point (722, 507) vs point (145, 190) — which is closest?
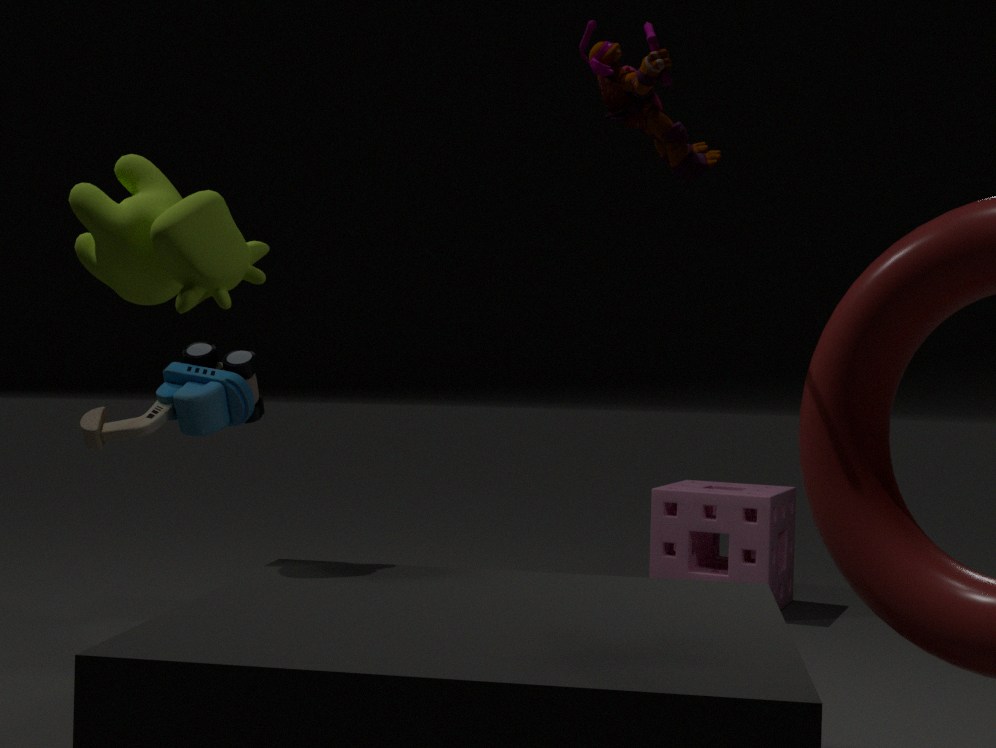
point (145, 190)
